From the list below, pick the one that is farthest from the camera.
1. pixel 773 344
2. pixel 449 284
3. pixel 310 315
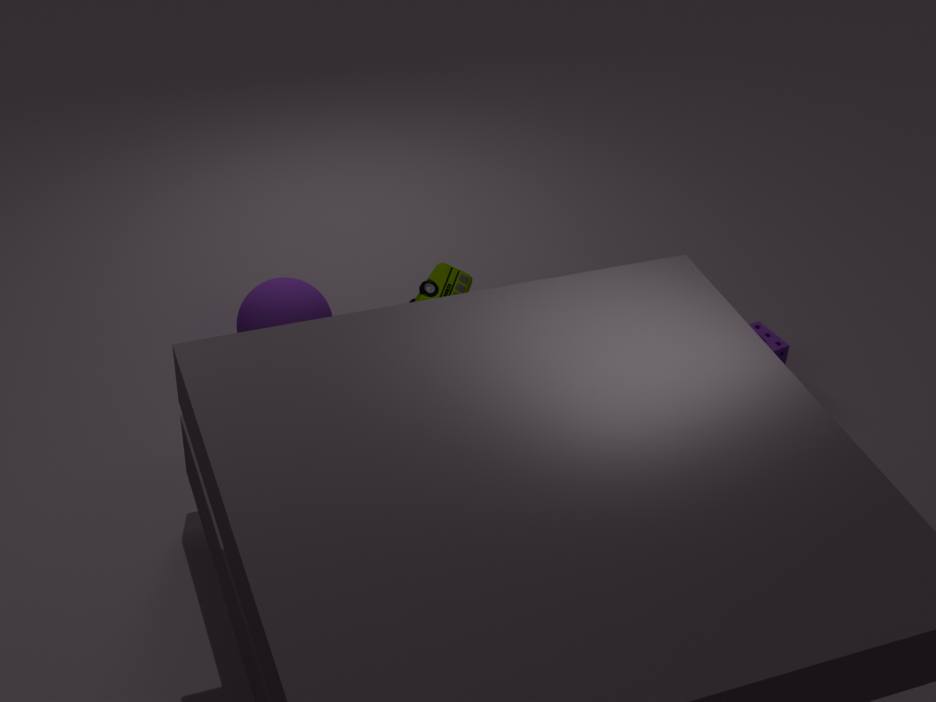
pixel 773 344
